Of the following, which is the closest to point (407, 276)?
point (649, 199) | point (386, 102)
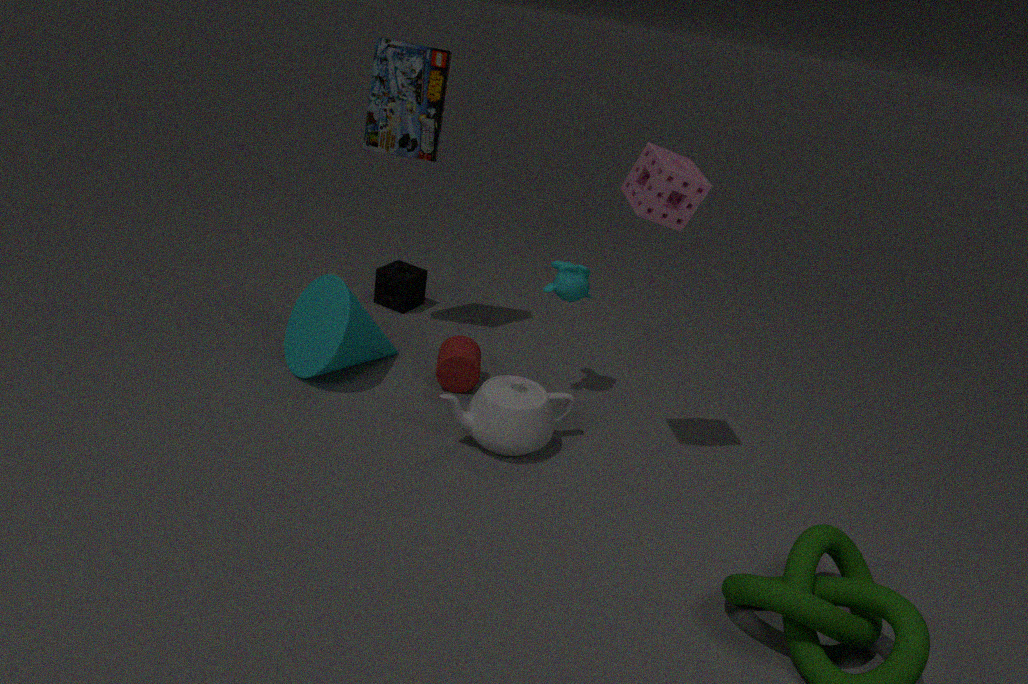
point (386, 102)
